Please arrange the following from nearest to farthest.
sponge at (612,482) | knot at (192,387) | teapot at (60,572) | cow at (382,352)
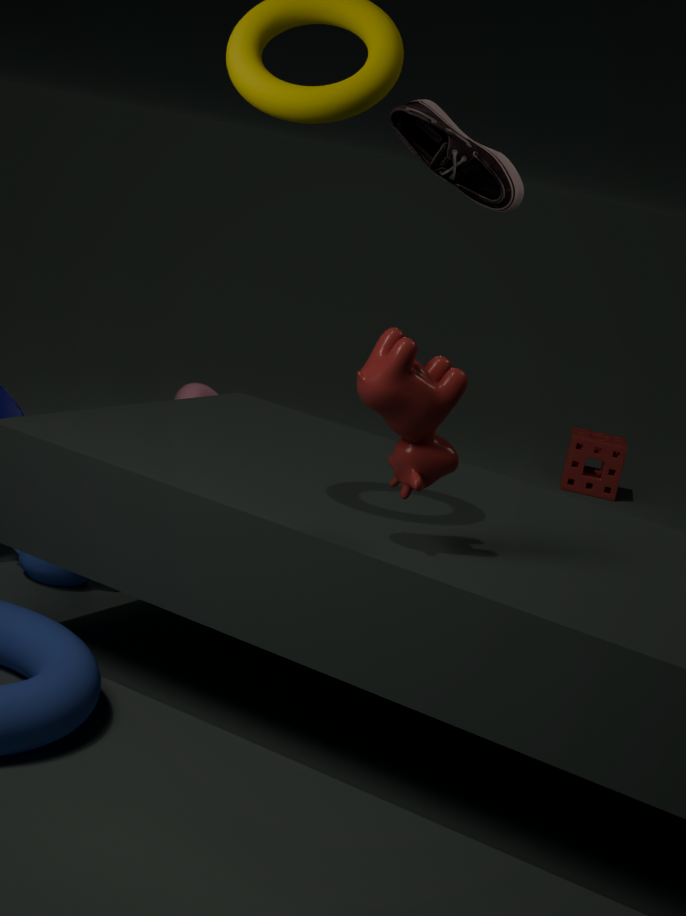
1. cow at (382,352)
2. teapot at (60,572)
3. knot at (192,387)
4. sponge at (612,482)
